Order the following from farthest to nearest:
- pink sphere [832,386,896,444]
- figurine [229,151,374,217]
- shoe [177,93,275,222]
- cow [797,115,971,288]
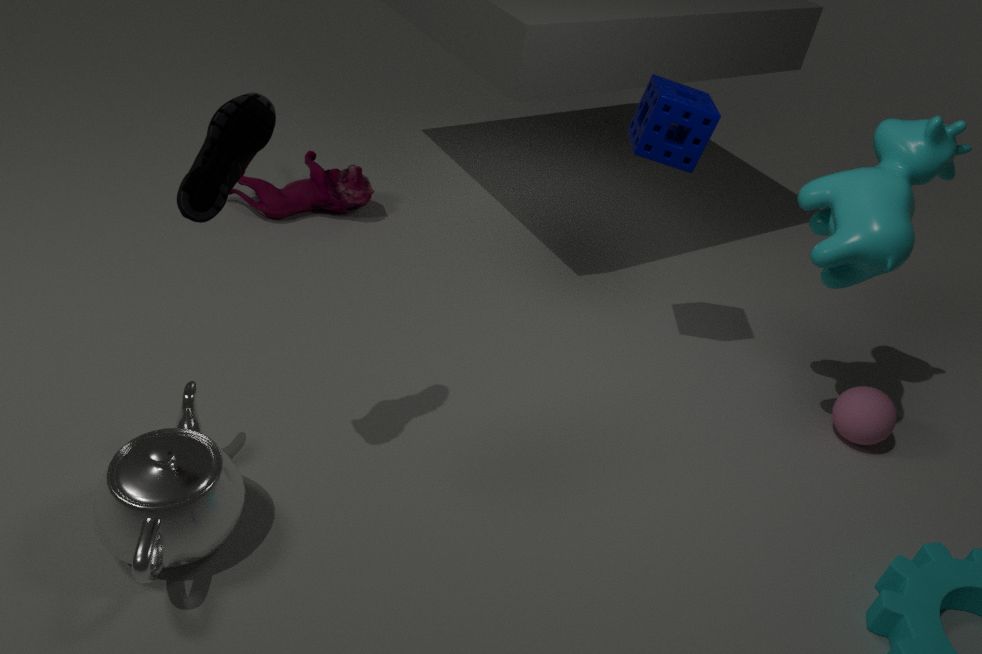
1. figurine [229,151,374,217]
2. pink sphere [832,386,896,444]
3. cow [797,115,971,288]
4. shoe [177,93,275,222]
